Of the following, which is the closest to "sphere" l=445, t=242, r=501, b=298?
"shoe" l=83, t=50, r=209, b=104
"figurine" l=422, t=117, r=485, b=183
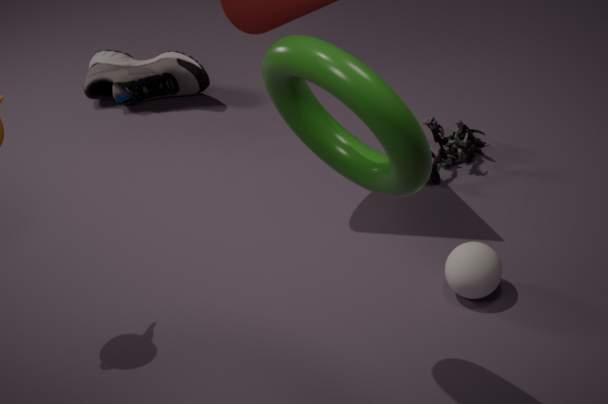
"figurine" l=422, t=117, r=485, b=183
